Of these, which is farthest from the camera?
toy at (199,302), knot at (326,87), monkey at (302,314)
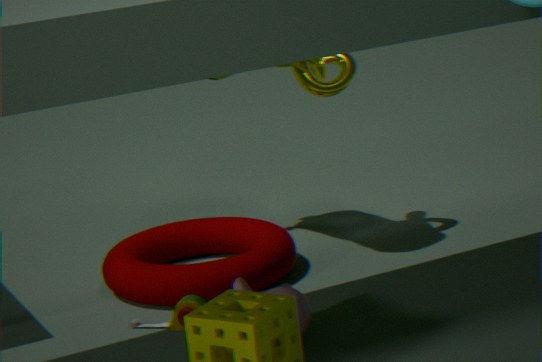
knot at (326,87)
